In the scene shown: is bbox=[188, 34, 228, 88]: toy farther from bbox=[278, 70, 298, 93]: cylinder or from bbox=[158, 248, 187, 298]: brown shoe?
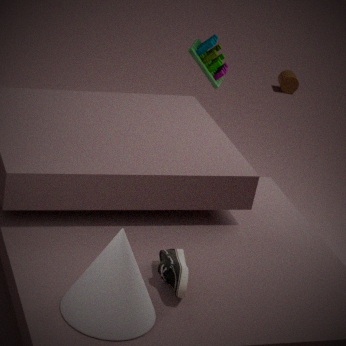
bbox=[278, 70, 298, 93]: cylinder
